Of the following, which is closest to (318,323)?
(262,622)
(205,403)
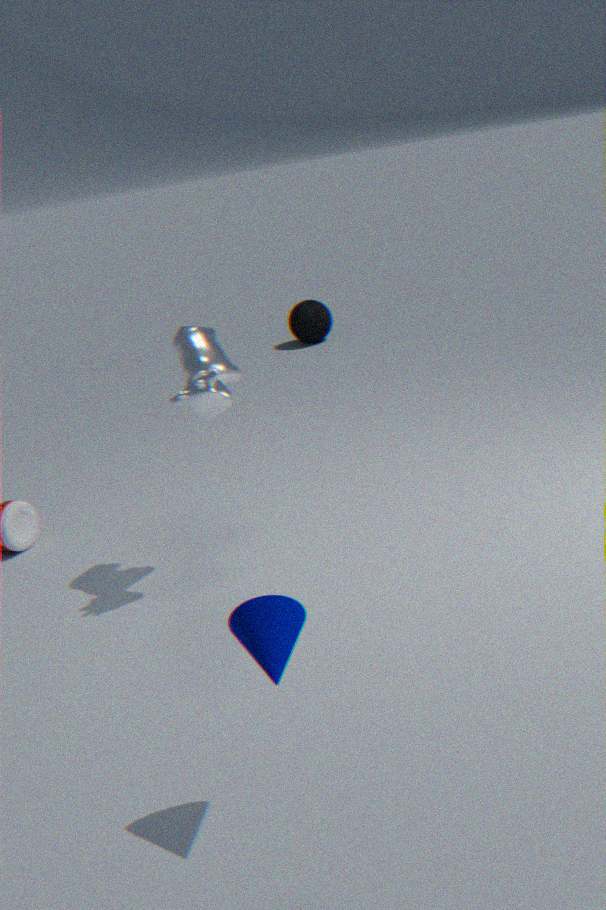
(205,403)
